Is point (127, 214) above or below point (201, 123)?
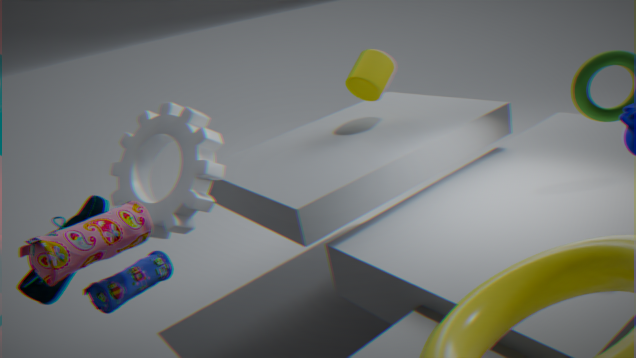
above
